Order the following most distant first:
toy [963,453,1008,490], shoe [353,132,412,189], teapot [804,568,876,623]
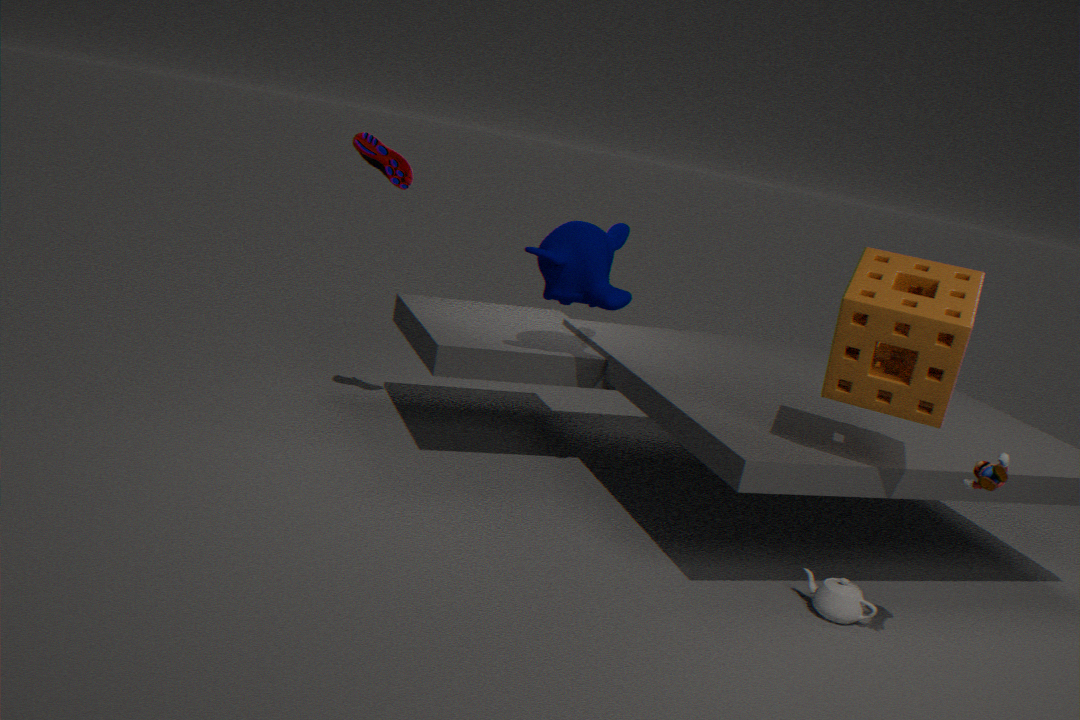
shoe [353,132,412,189], teapot [804,568,876,623], toy [963,453,1008,490]
